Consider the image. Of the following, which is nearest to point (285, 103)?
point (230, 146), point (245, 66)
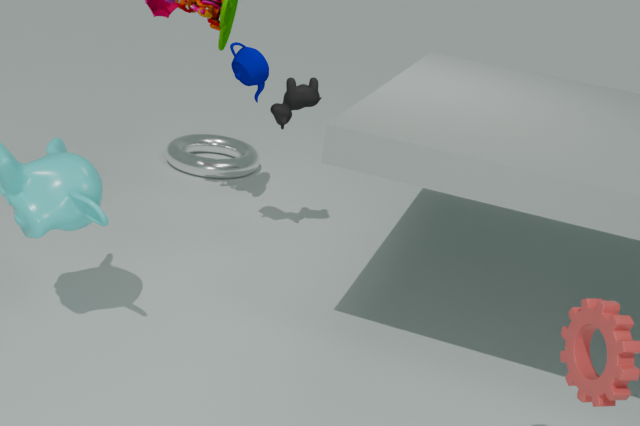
point (245, 66)
